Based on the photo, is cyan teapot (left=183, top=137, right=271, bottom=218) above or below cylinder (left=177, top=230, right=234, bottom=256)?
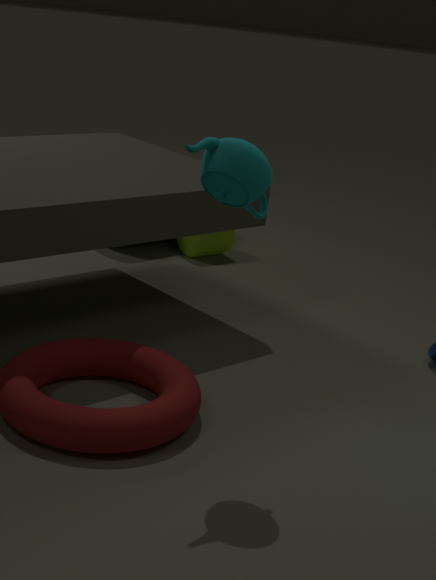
above
